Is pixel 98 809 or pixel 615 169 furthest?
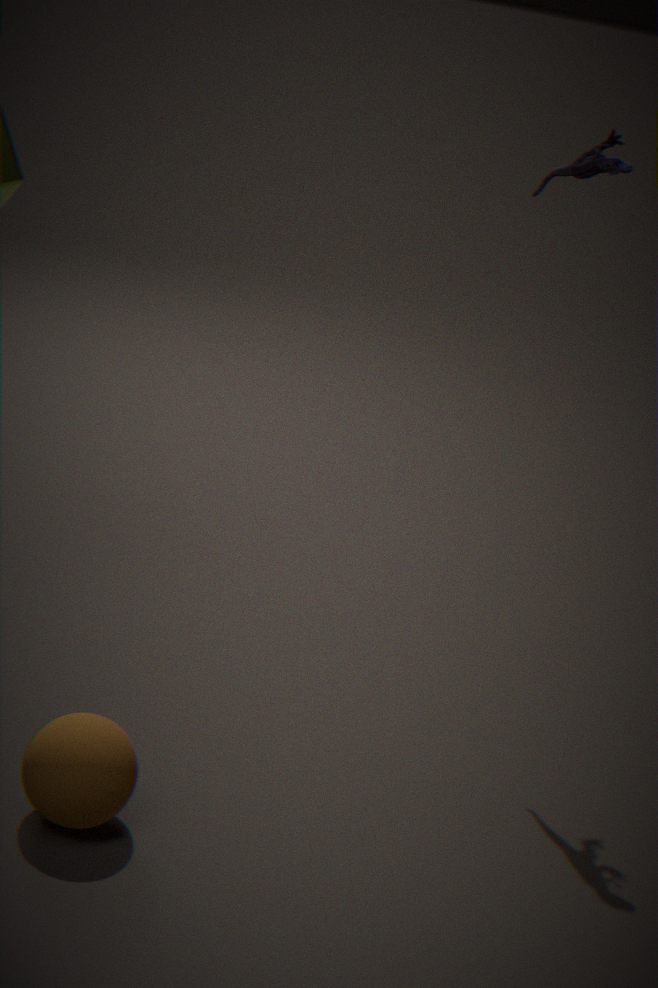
pixel 615 169
